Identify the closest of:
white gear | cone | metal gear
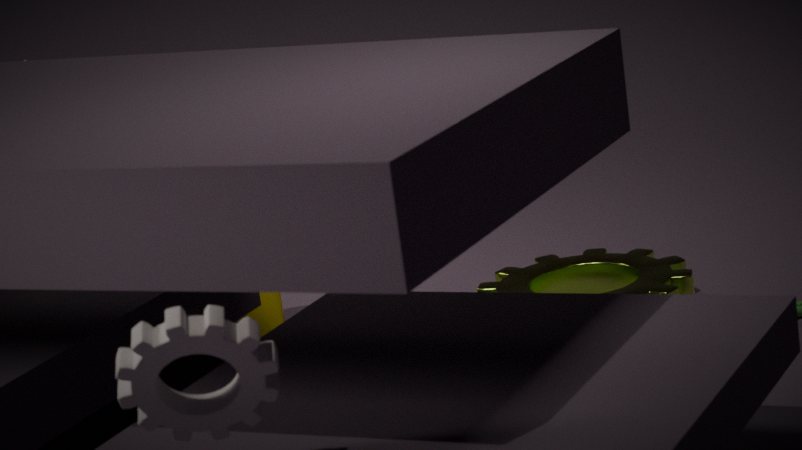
white gear
